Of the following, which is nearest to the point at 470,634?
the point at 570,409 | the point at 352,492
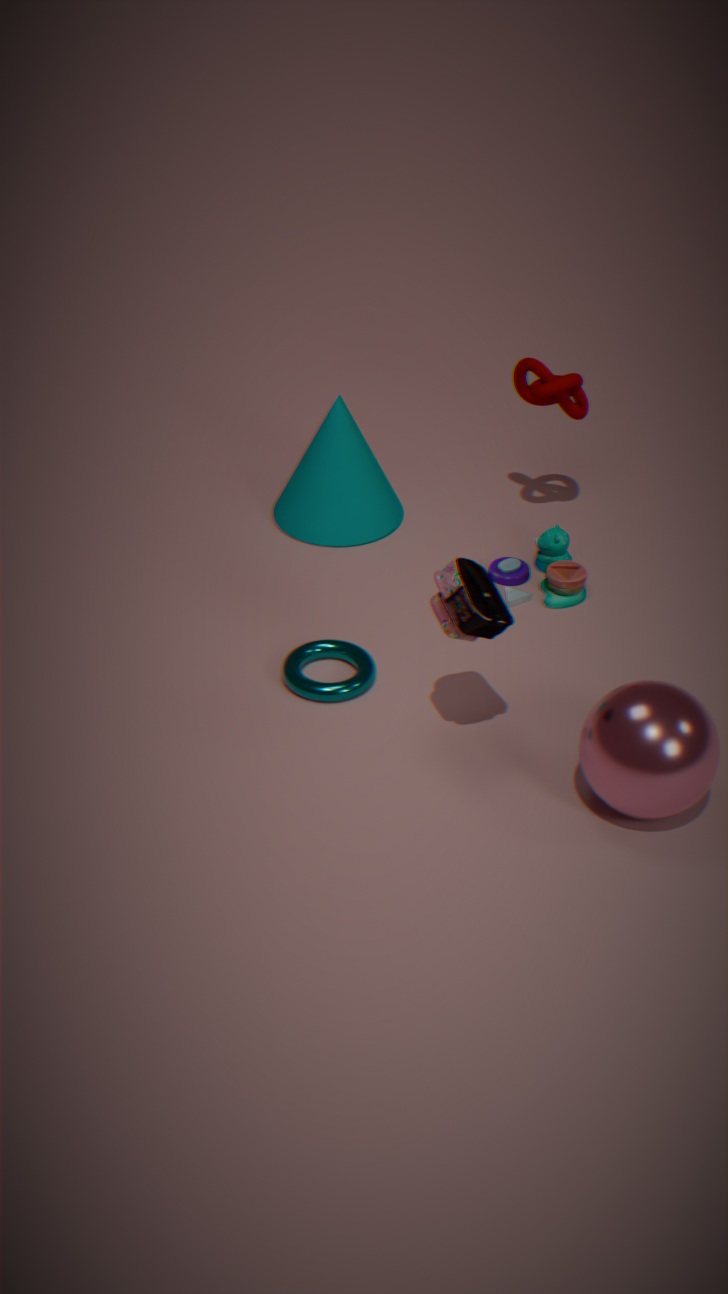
the point at 570,409
